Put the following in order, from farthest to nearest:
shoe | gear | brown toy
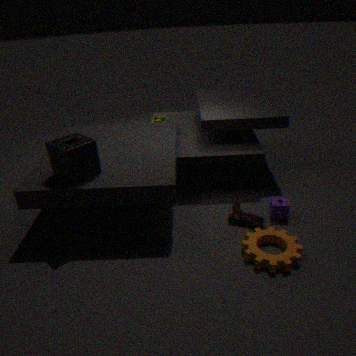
brown toy, shoe, gear
